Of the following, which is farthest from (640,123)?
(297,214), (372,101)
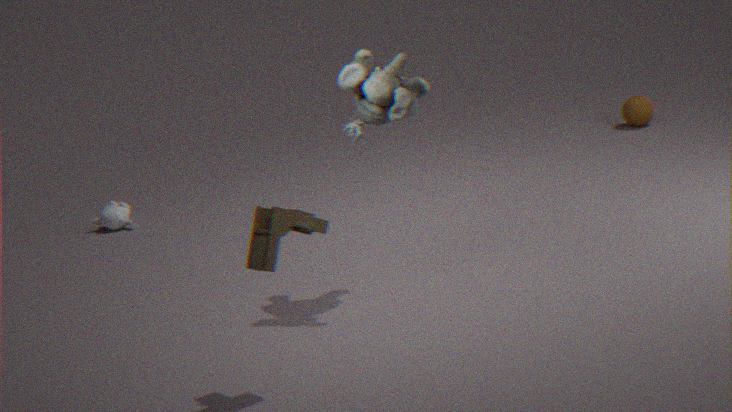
(297,214)
